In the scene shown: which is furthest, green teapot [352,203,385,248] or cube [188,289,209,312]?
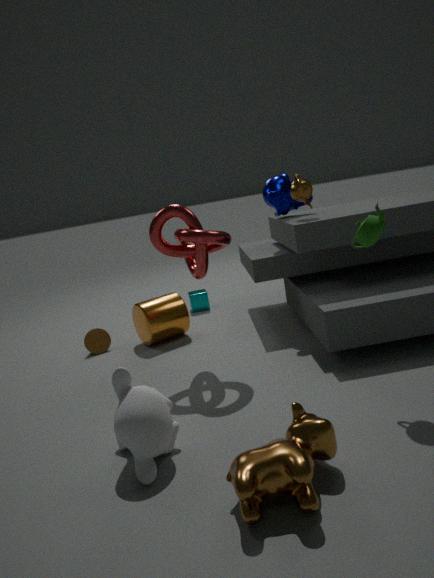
cube [188,289,209,312]
